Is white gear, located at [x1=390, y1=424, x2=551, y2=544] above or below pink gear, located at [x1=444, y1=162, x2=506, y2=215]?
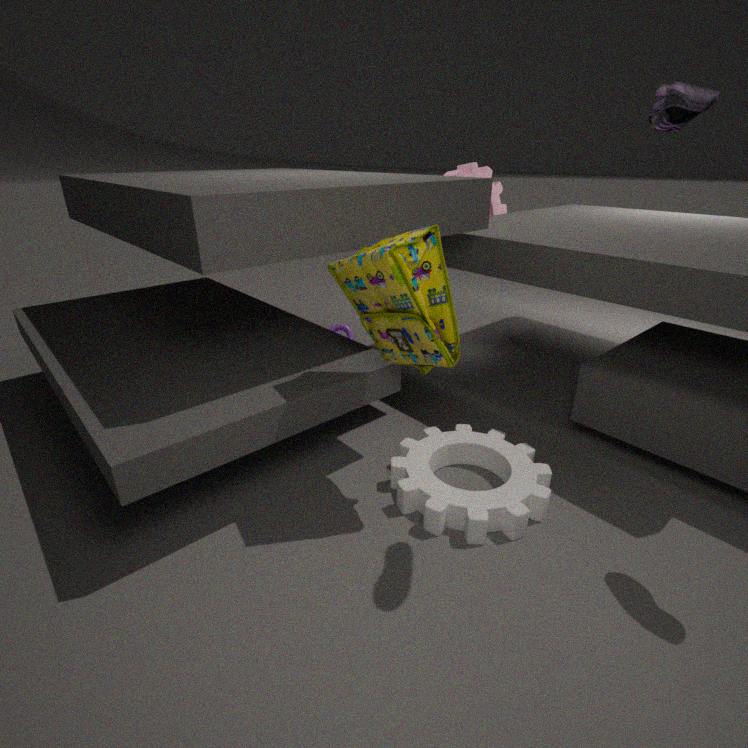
below
